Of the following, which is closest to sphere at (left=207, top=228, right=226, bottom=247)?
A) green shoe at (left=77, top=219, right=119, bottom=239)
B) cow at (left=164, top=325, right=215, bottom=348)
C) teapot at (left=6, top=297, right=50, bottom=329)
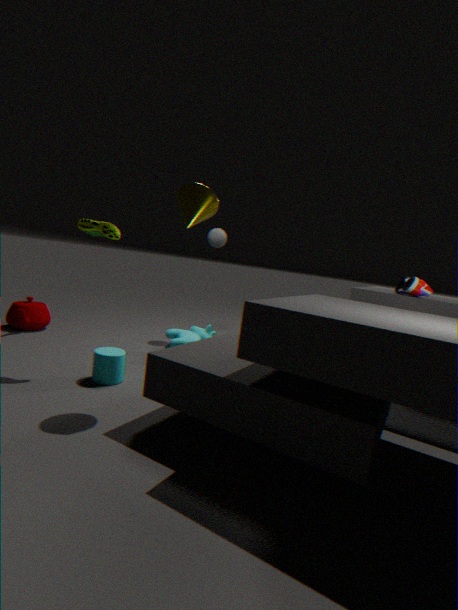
cow at (left=164, top=325, right=215, bottom=348)
